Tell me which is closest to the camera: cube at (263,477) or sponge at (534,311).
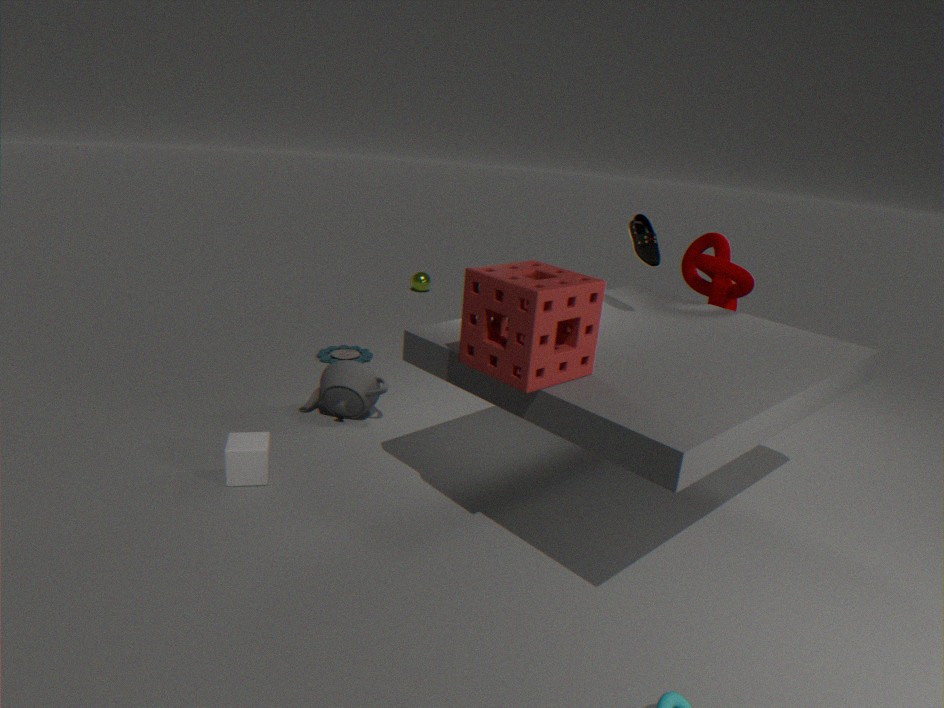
sponge at (534,311)
